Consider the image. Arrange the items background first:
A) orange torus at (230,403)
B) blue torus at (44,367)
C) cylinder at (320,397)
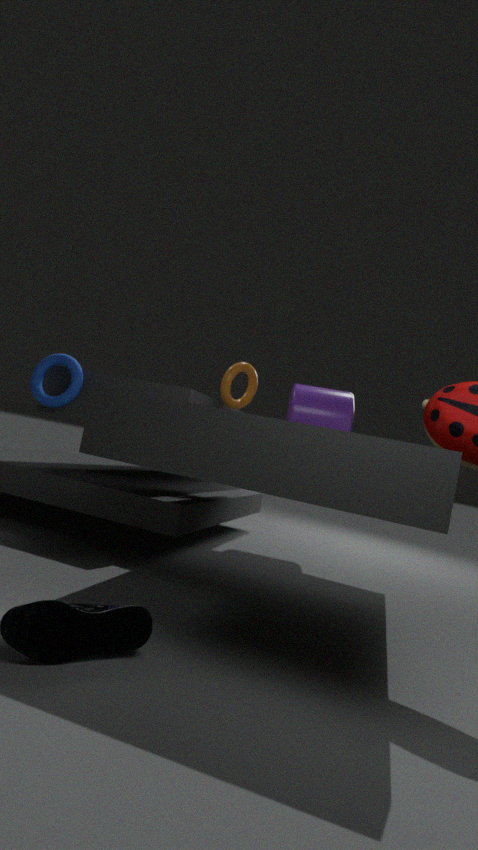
cylinder at (320,397), orange torus at (230,403), blue torus at (44,367)
